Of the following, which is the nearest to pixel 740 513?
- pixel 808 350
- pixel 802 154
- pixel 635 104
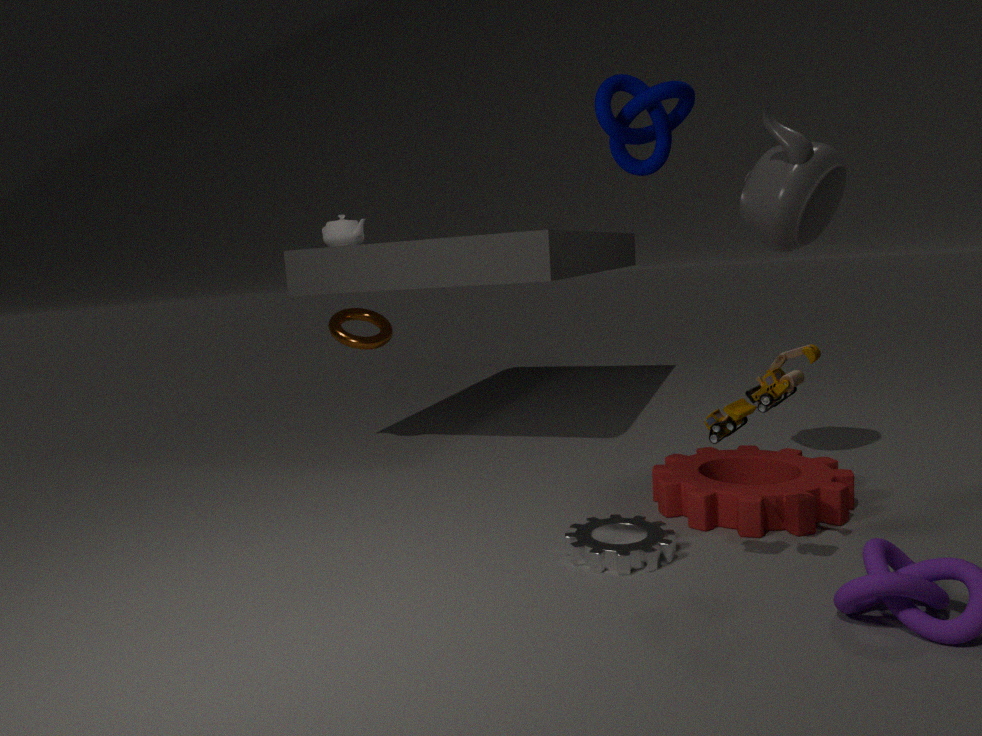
pixel 808 350
